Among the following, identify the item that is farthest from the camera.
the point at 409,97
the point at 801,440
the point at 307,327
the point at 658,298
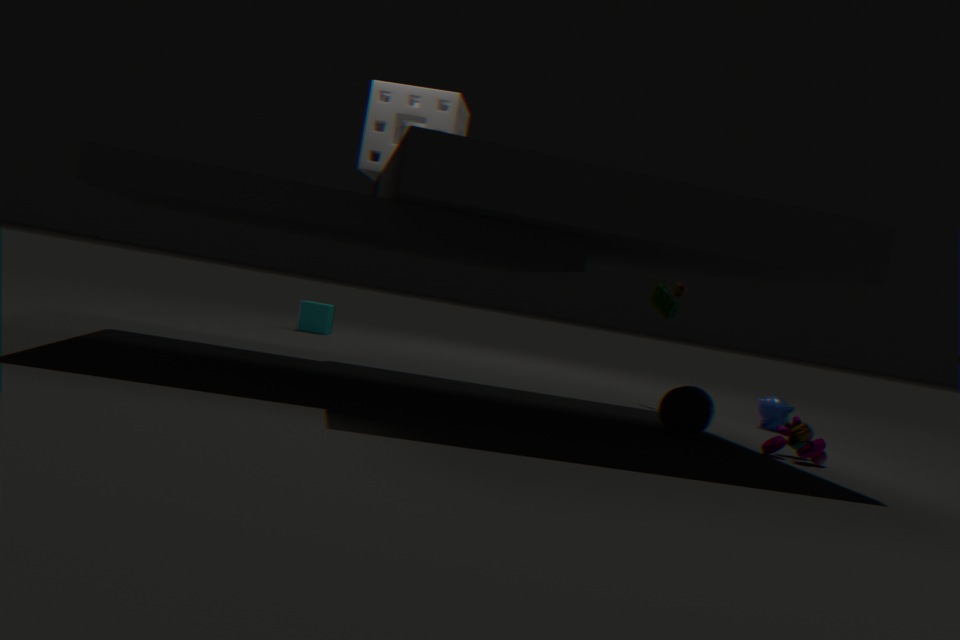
the point at 307,327
